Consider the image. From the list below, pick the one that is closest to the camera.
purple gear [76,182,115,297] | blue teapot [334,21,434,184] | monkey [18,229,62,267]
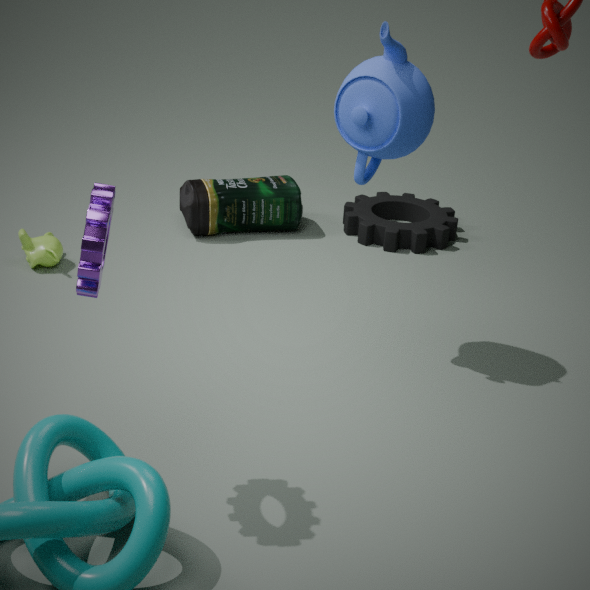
purple gear [76,182,115,297]
